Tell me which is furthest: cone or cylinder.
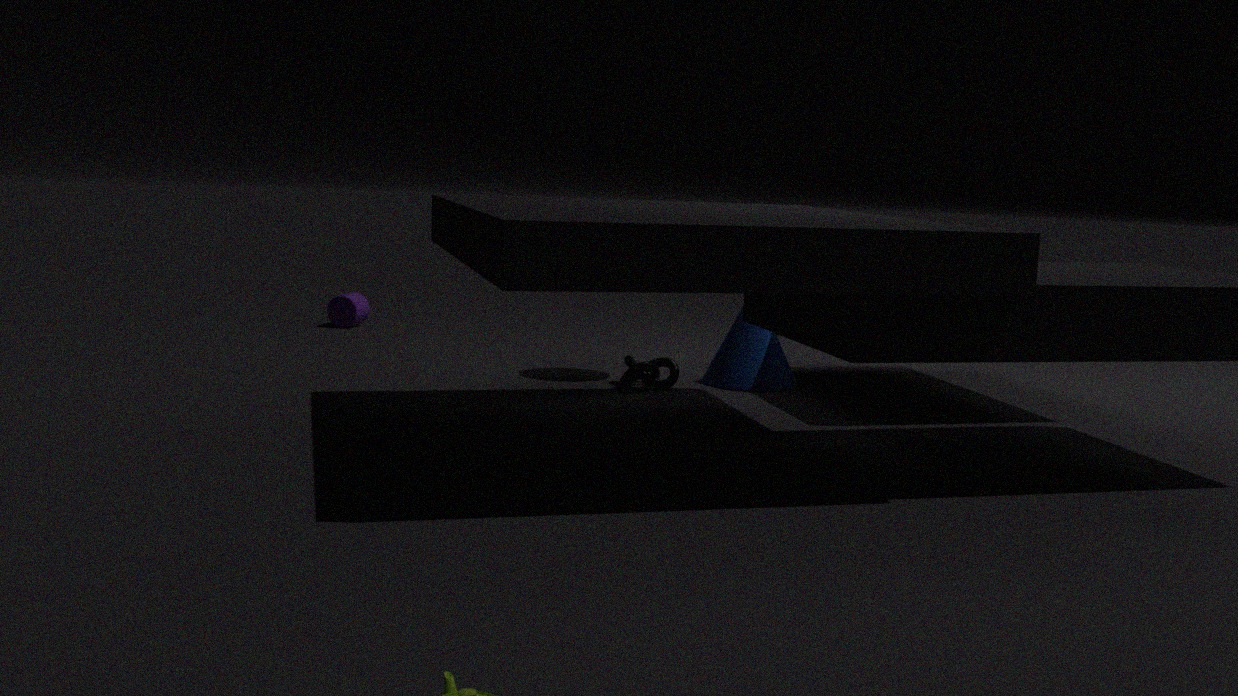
cylinder
